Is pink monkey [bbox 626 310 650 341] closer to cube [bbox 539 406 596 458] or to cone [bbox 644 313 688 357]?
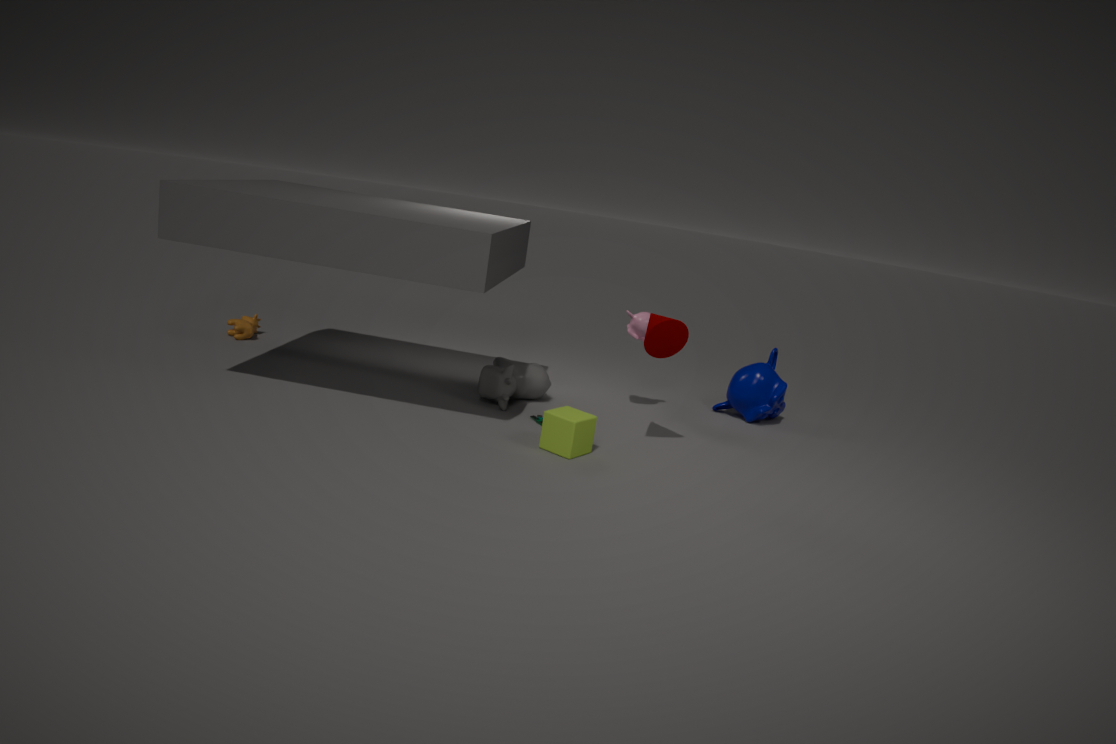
cone [bbox 644 313 688 357]
